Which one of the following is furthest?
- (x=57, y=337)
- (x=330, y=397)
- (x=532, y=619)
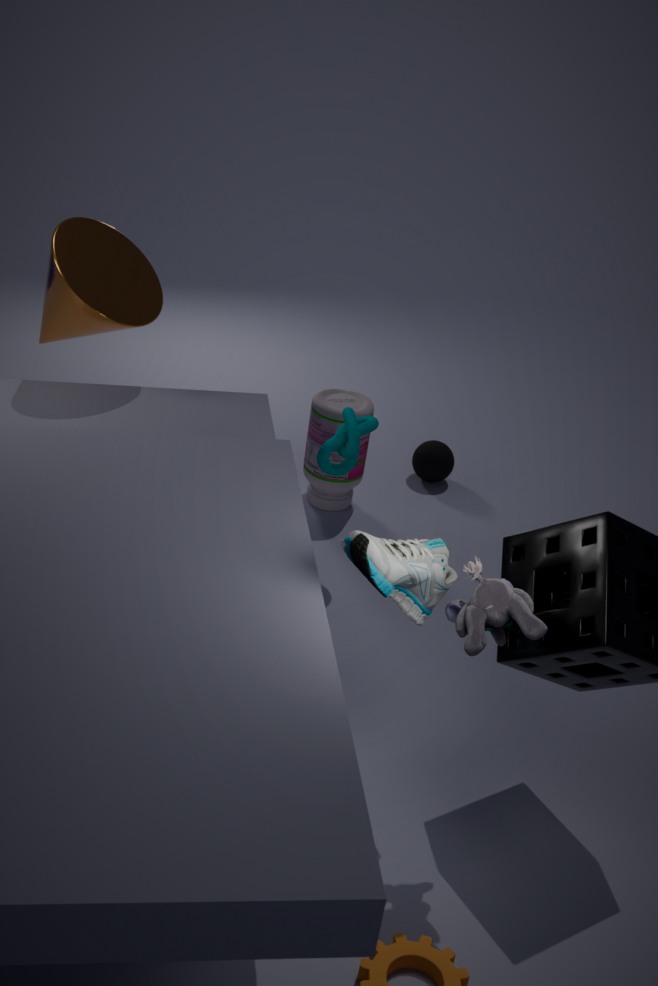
(x=330, y=397)
